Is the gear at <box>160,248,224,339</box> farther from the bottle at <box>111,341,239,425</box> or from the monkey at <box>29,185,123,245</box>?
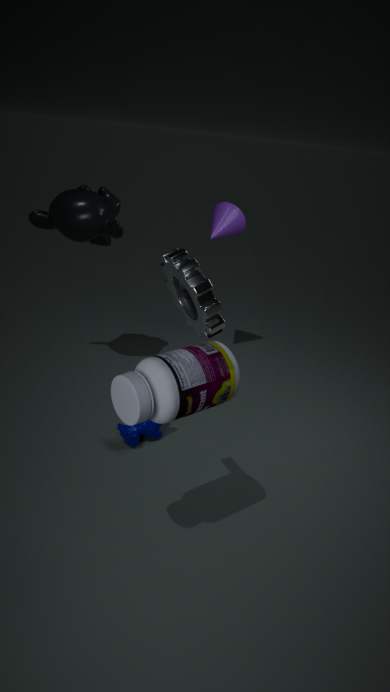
the monkey at <box>29,185,123,245</box>
